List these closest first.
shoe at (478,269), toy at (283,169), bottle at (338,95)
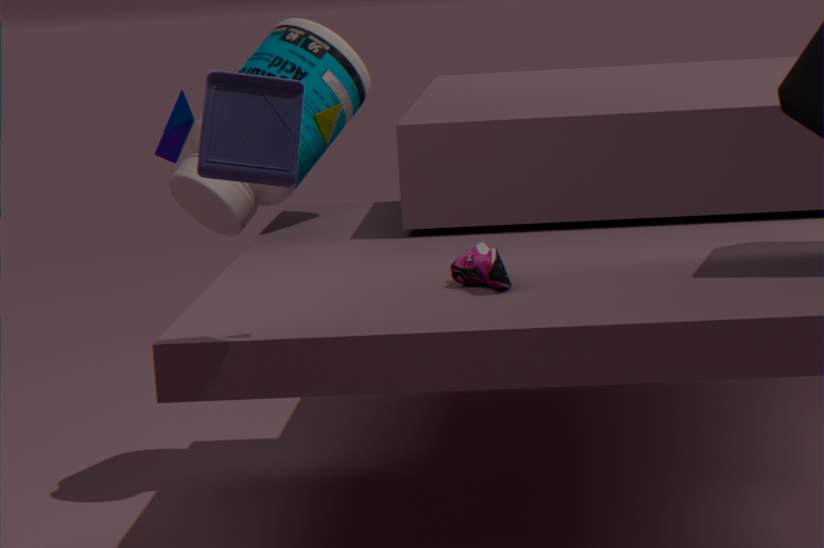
toy at (283,169)
shoe at (478,269)
bottle at (338,95)
